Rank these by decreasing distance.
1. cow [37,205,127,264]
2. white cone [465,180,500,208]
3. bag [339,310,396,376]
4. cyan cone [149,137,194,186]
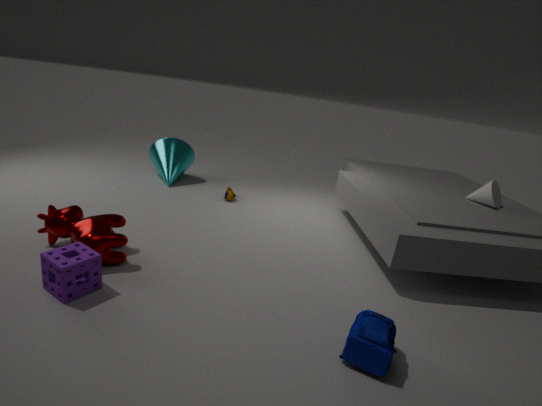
cyan cone [149,137,194,186], white cone [465,180,500,208], cow [37,205,127,264], bag [339,310,396,376]
